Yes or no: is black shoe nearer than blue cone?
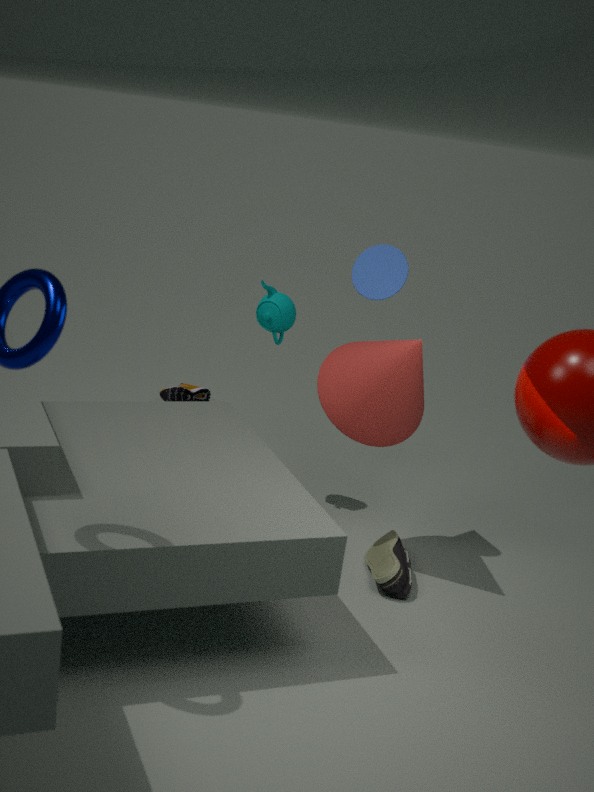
No
